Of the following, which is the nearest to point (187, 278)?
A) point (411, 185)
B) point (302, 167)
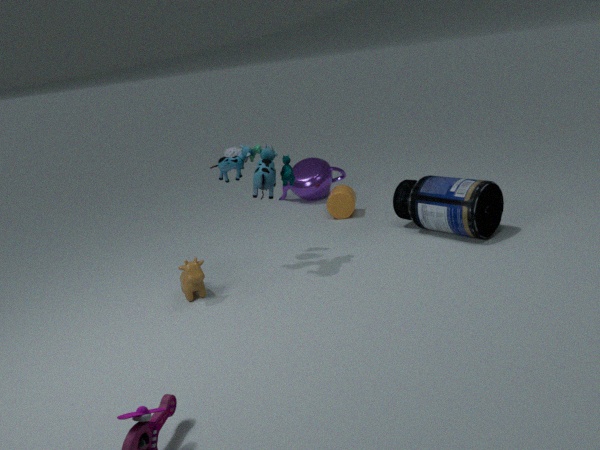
point (411, 185)
